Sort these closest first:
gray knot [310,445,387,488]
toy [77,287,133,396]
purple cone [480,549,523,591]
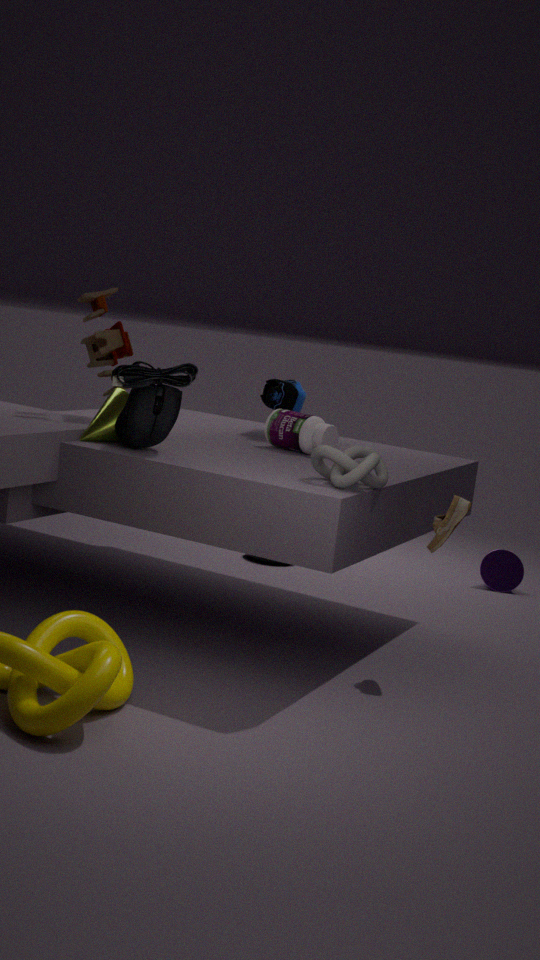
1. gray knot [310,445,387,488]
2. toy [77,287,133,396]
3. purple cone [480,549,523,591]
